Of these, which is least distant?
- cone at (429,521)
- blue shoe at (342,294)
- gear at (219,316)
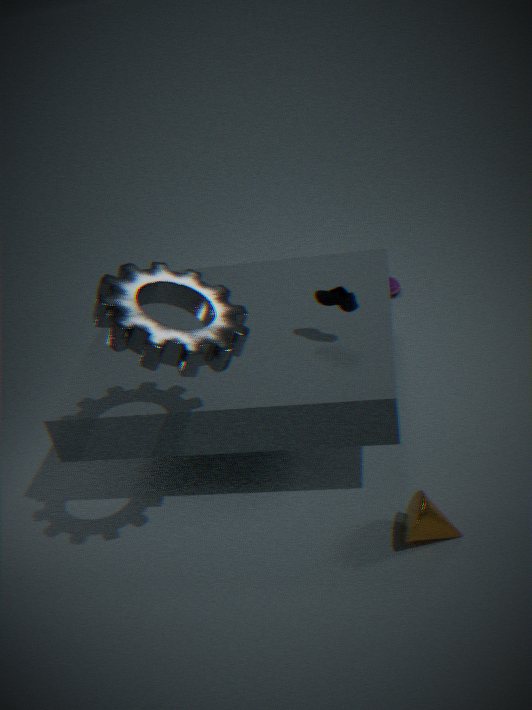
gear at (219,316)
